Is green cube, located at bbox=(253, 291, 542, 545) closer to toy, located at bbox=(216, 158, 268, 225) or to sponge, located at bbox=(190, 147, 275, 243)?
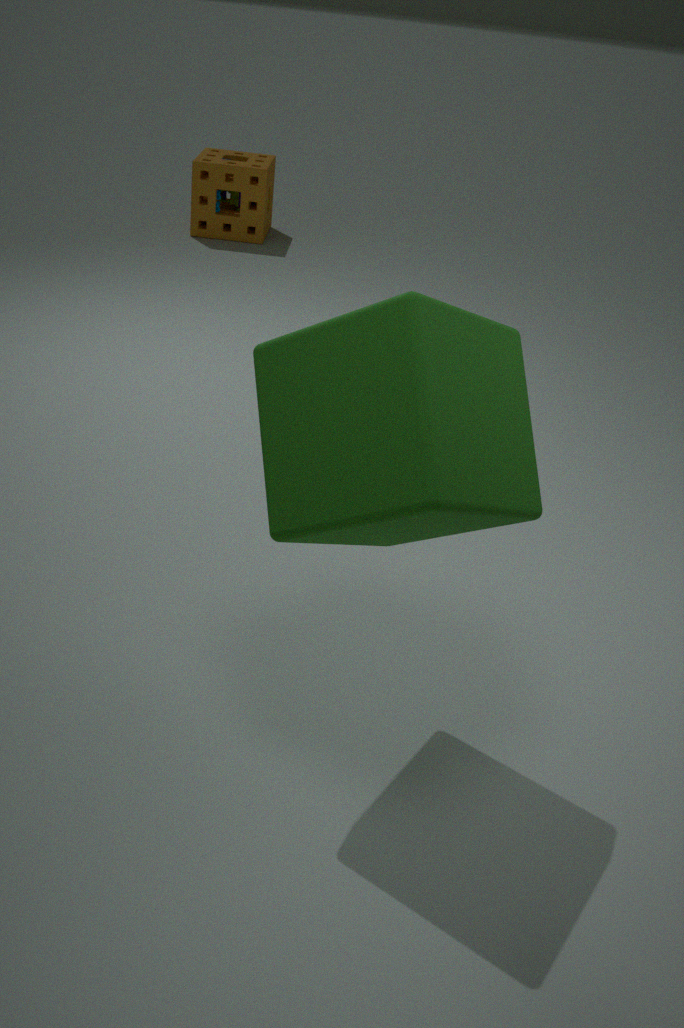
sponge, located at bbox=(190, 147, 275, 243)
